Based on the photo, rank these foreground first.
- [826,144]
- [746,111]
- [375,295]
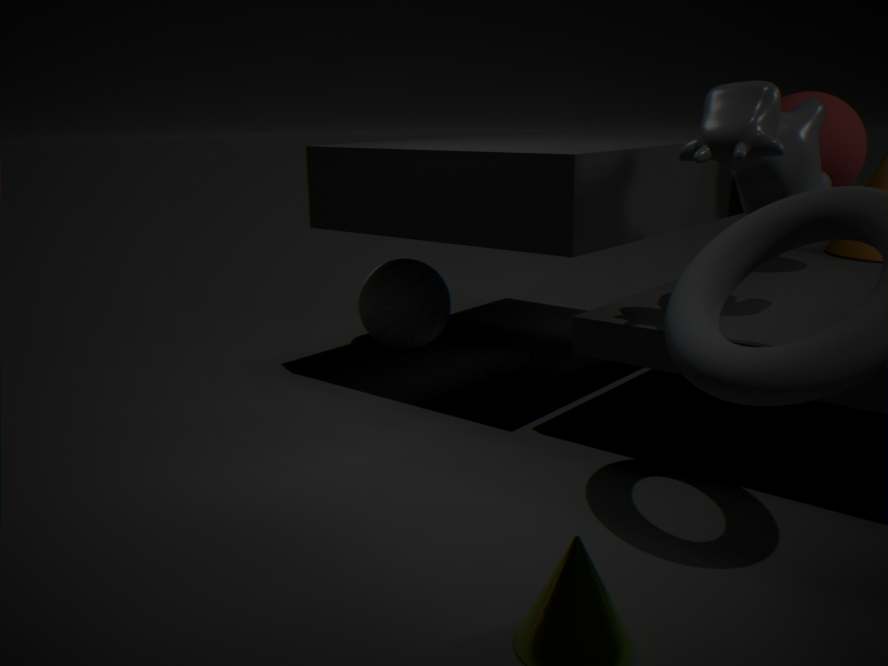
[746,111] → [826,144] → [375,295]
